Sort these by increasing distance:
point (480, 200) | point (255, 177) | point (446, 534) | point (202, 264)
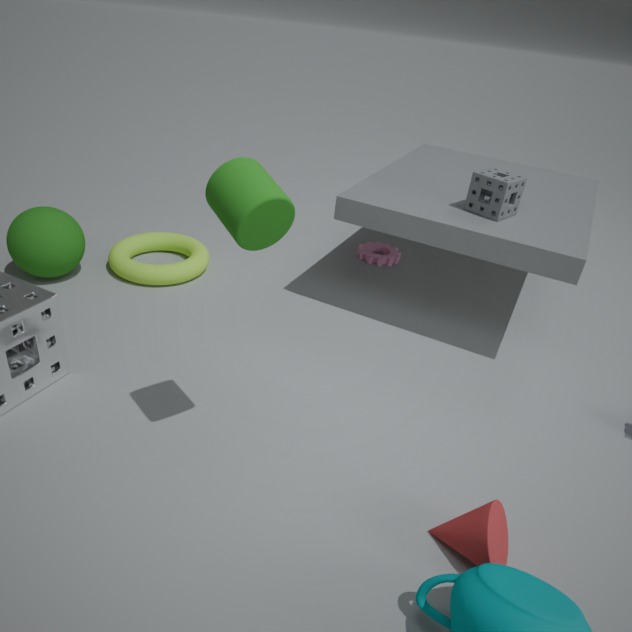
point (255, 177) → point (446, 534) → point (480, 200) → point (202, 264)
